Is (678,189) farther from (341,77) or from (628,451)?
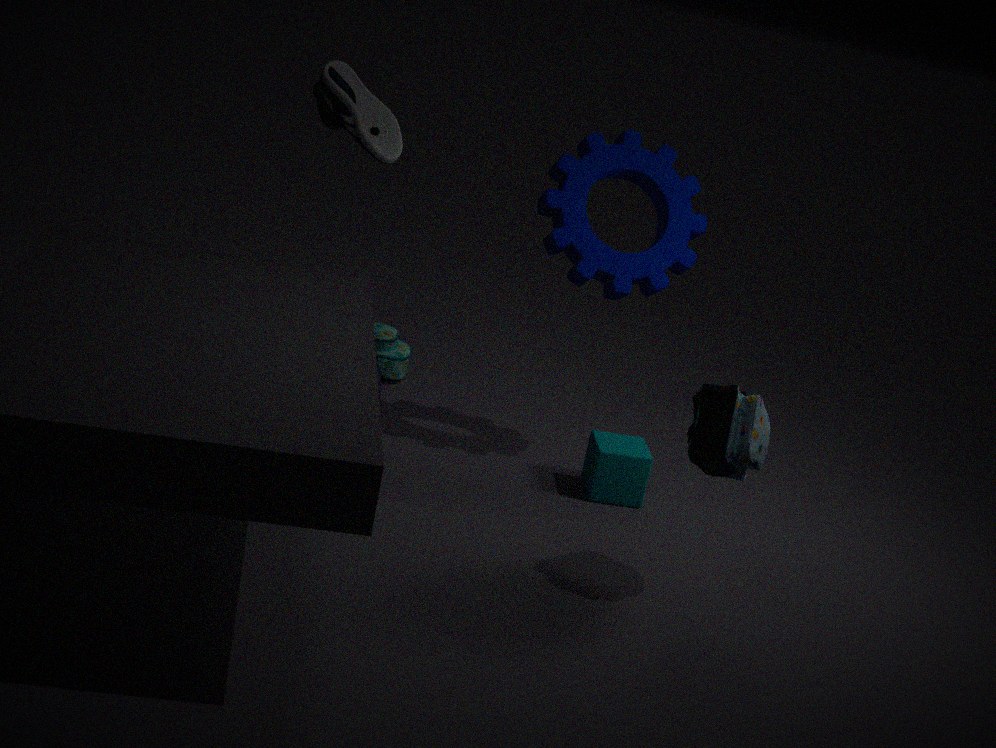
(341,77)
